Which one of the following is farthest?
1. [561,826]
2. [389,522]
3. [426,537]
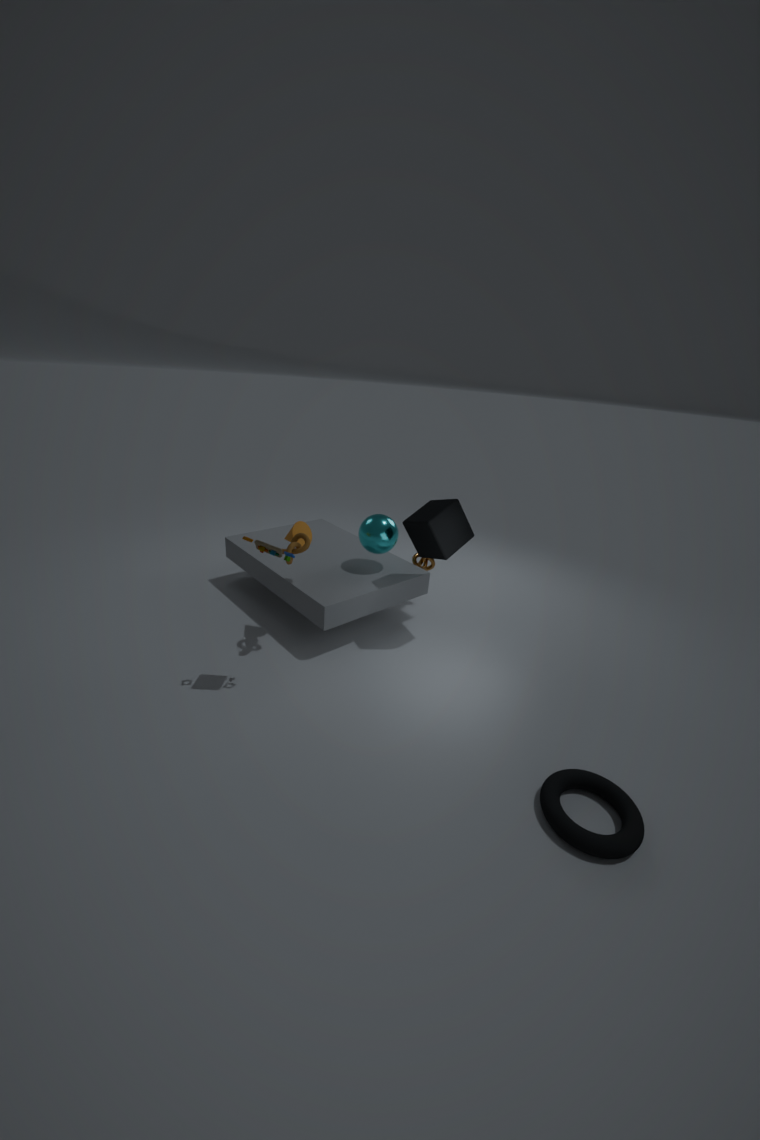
[389,522]
